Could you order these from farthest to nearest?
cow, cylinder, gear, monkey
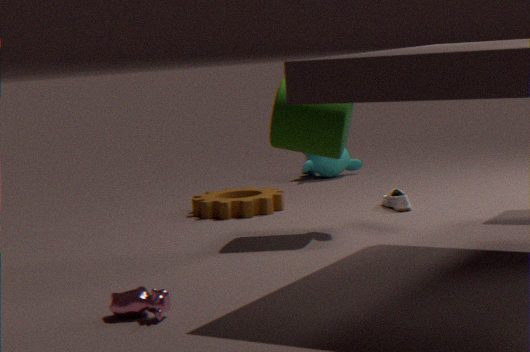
monkey
gear
cylinder
cow
